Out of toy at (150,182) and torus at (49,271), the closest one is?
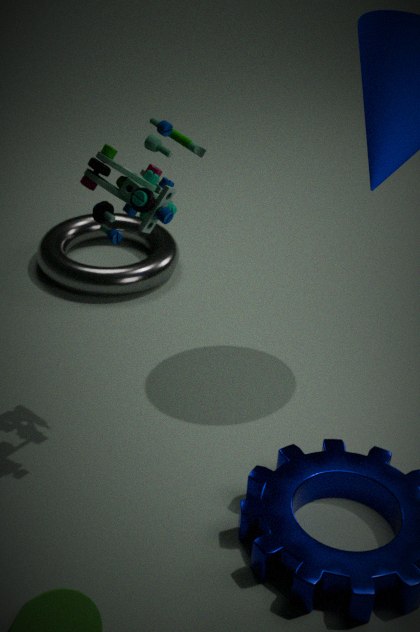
toy at (150,182)
